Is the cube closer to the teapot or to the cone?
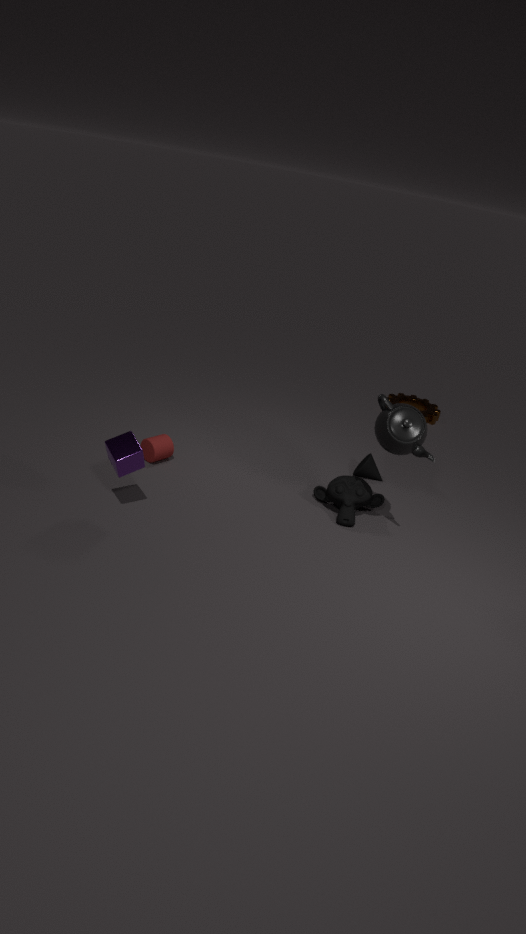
the teapot
